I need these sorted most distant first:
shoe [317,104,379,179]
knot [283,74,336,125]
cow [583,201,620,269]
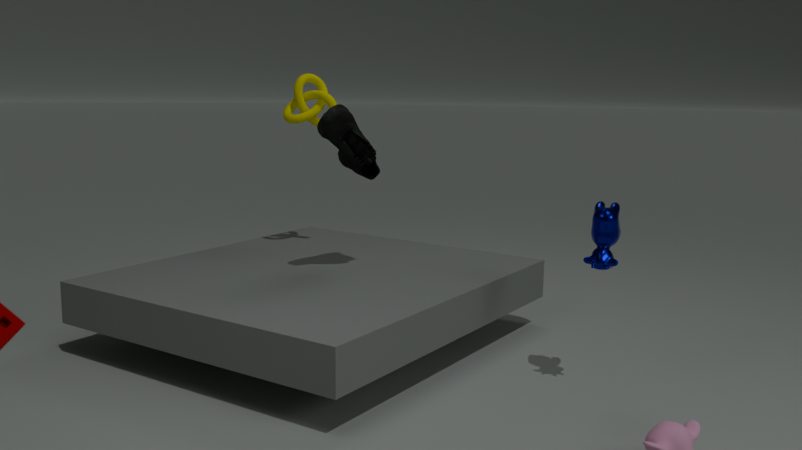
knot [283,74,336,125] → shoe [317,104,379,179] → cow [583,201,620,269]
